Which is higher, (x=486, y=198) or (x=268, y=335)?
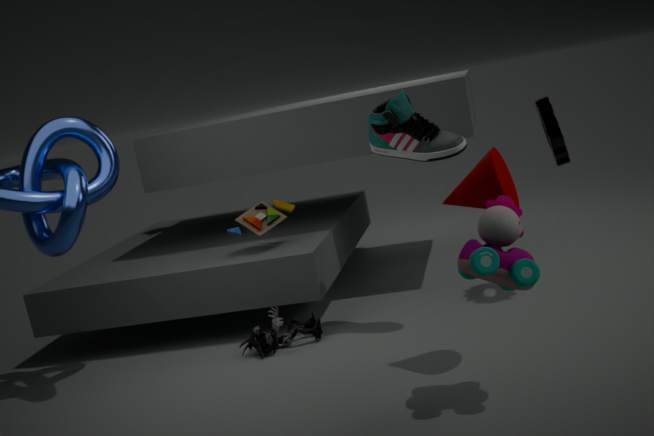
(x=486, y=198)
